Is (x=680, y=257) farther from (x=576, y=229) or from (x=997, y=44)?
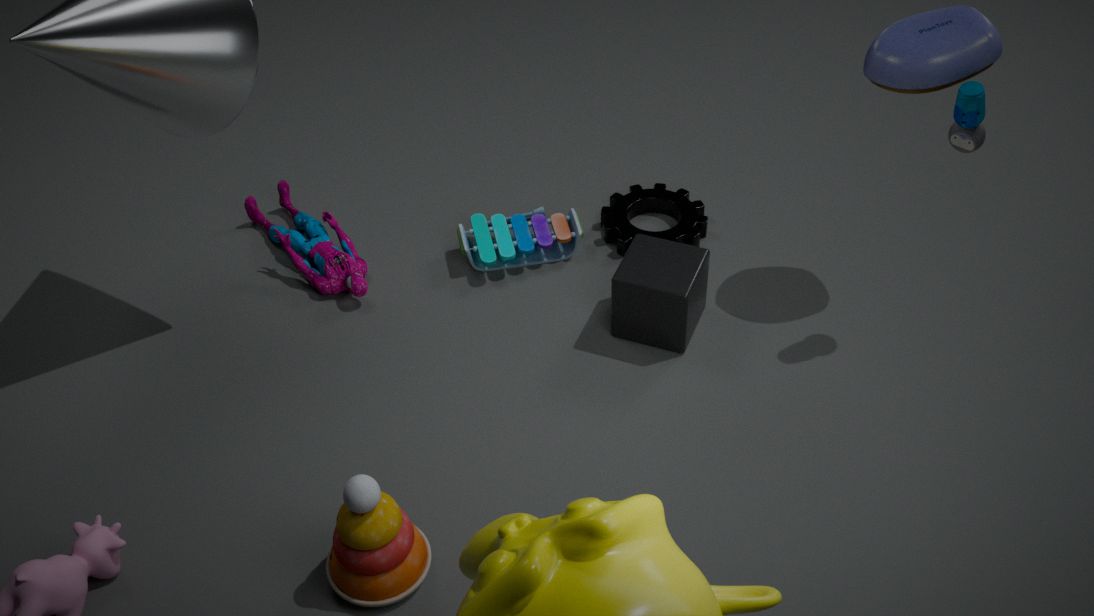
(x=997, y=44)
